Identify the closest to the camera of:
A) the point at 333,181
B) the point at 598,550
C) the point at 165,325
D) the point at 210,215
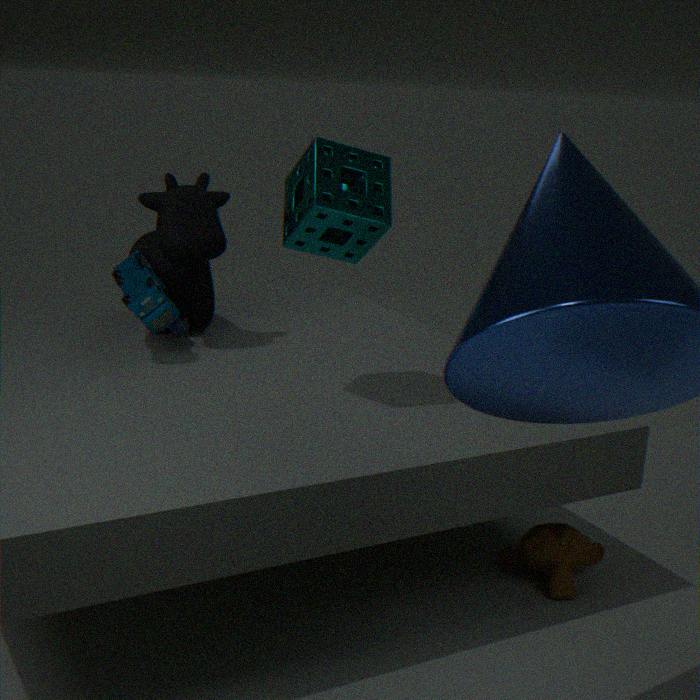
the point at 333,181
